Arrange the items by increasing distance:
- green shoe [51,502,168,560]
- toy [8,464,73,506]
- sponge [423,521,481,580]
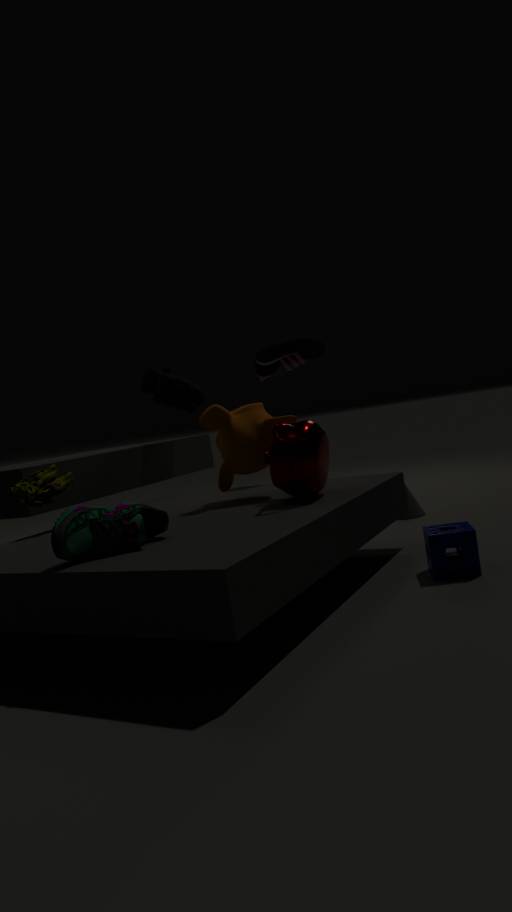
1. green shoe [51,502,168,560]
2. sponge [423,521,481,580]
3. toy [8,464,73,506]
